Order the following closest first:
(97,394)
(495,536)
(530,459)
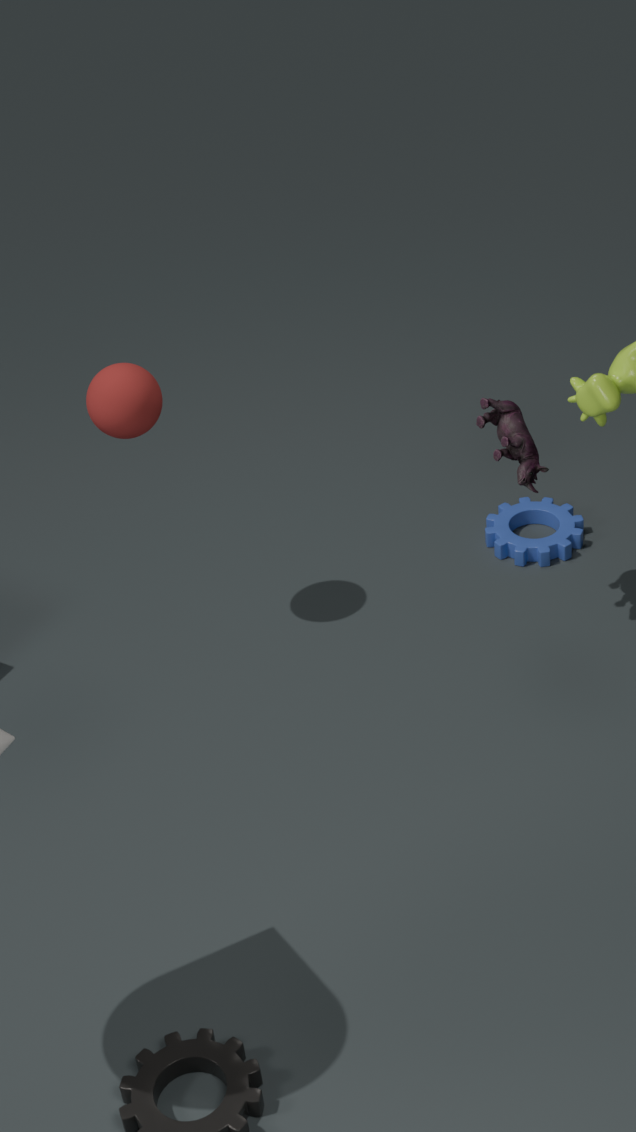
(97,394) < (530,459) < (495,536)
